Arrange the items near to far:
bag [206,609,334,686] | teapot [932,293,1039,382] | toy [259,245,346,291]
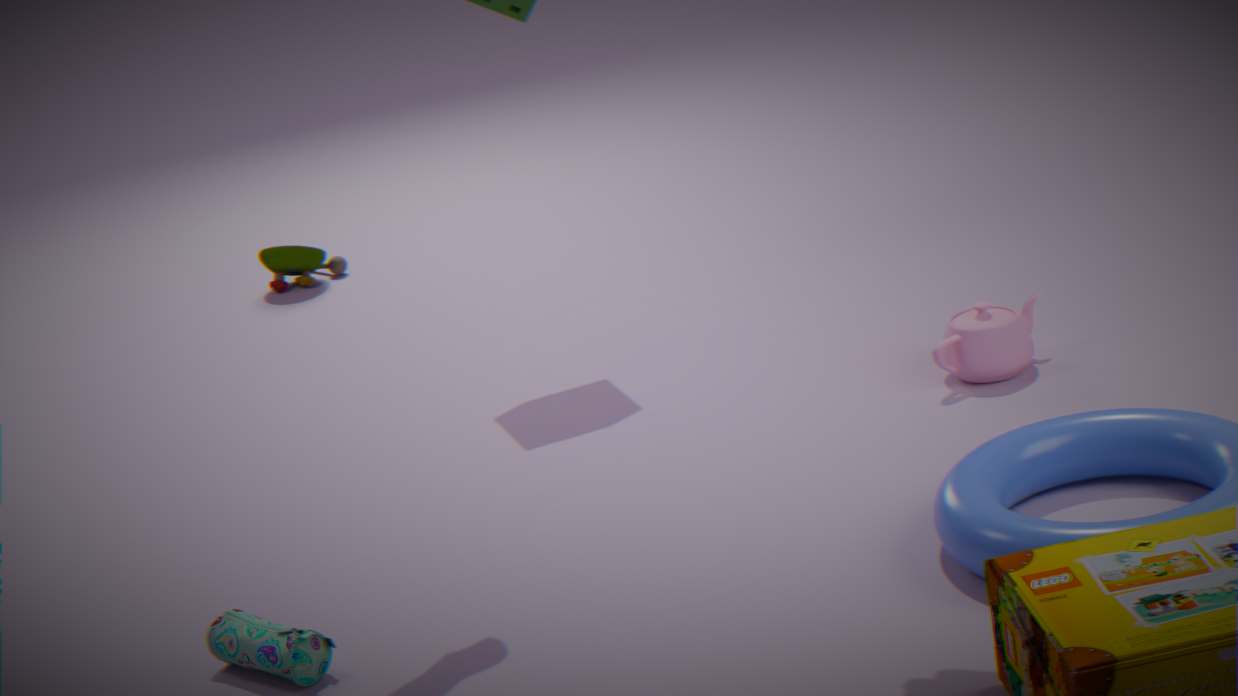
bag [206,609,334,686] → teapot [932,293,1039,382] → toy [259,245,346,291]
